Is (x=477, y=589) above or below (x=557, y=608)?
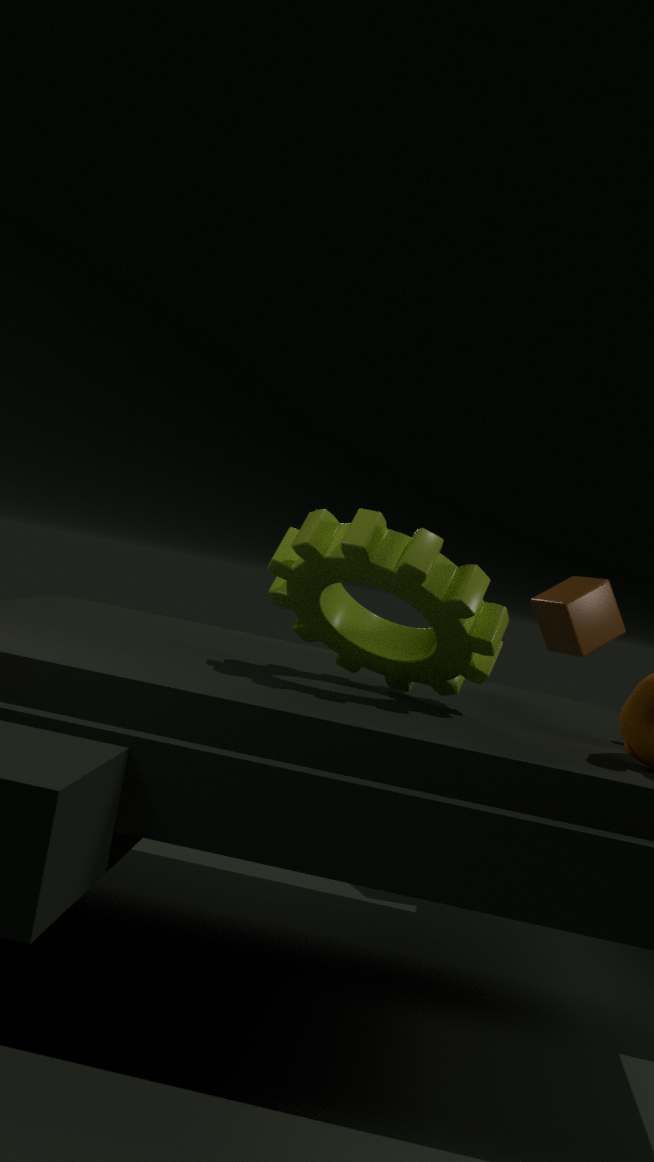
below
